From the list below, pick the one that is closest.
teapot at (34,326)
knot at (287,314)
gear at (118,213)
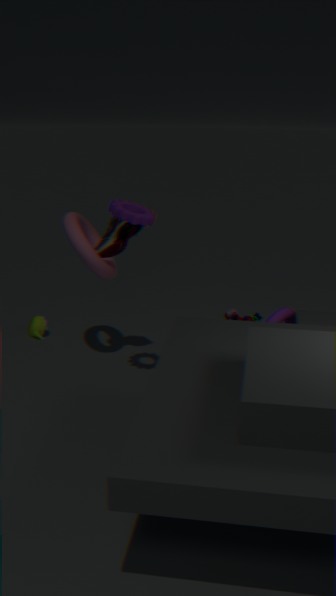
gear at (118,213)
